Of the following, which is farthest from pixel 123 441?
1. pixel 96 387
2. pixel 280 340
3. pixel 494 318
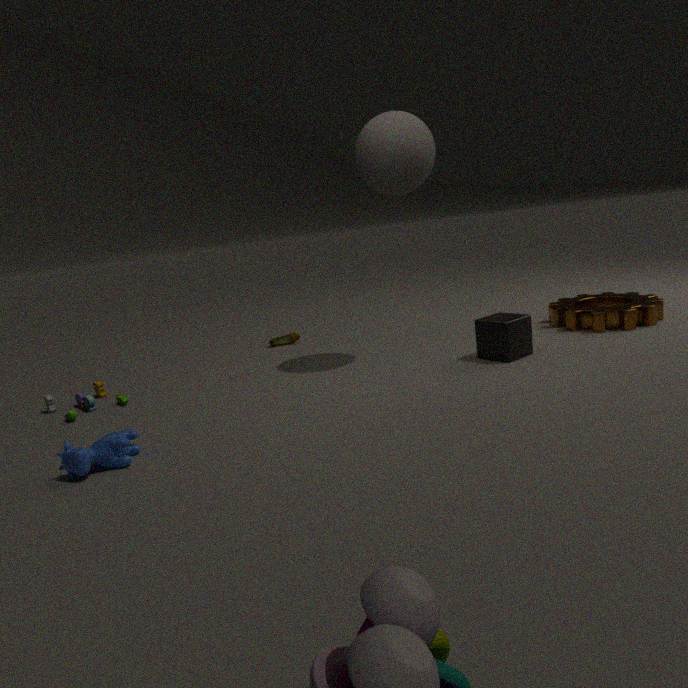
pixel 494 318
